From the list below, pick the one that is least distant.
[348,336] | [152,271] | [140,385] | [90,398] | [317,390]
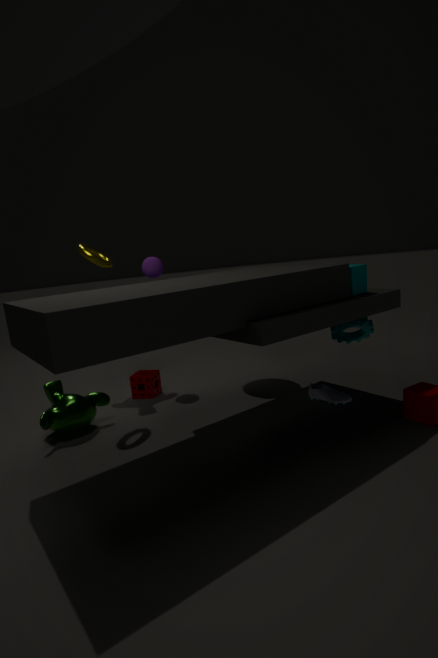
[348,336]
